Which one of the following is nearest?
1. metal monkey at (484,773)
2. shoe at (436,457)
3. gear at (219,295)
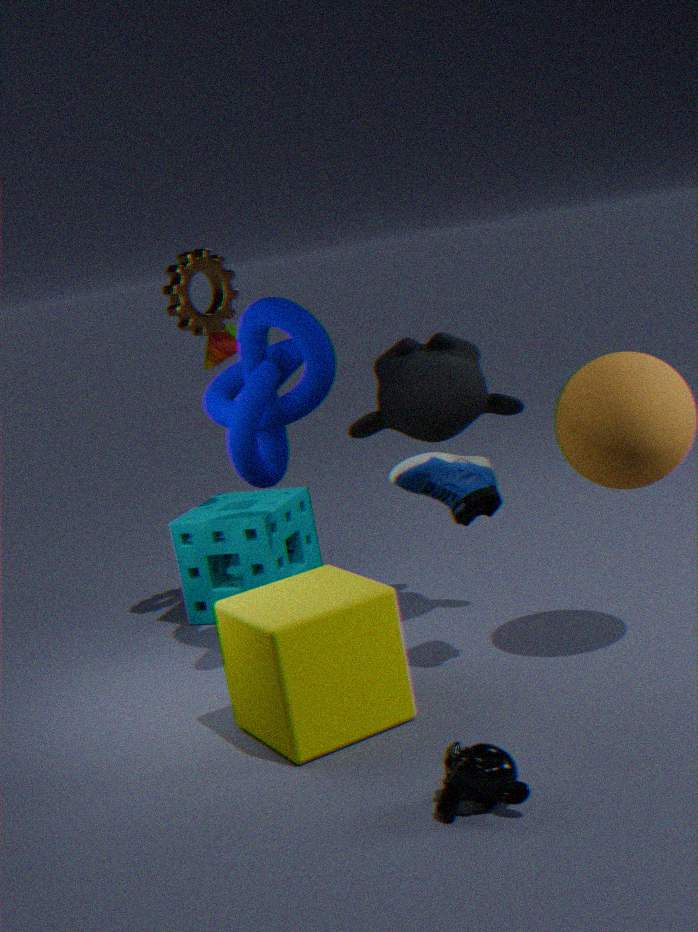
metal monkey at (484,773)
